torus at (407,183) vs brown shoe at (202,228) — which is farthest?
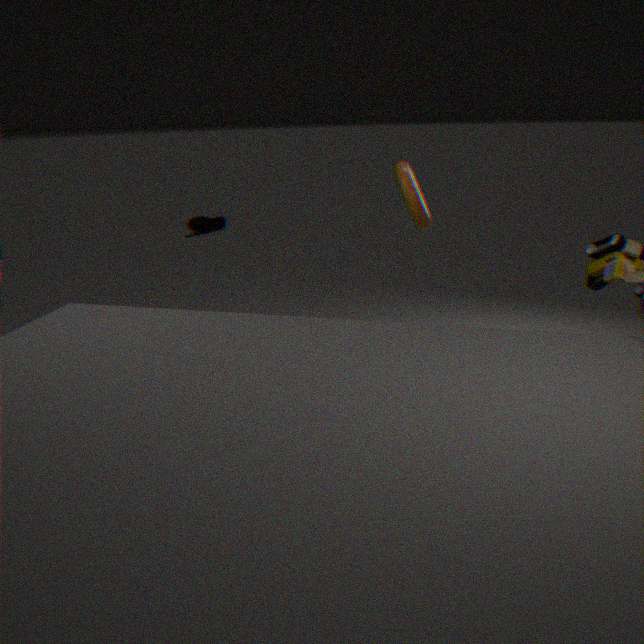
brown shoe at (202,228)
